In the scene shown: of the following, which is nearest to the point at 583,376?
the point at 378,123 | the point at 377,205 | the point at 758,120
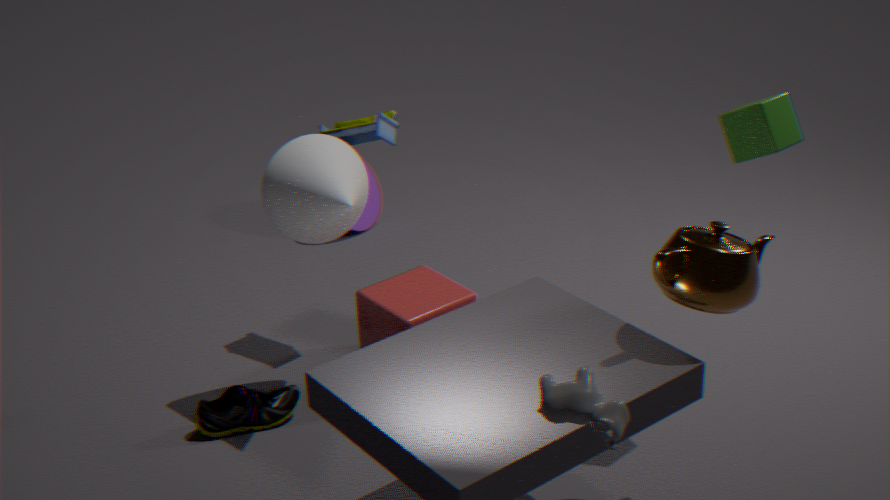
the point at 758,120
